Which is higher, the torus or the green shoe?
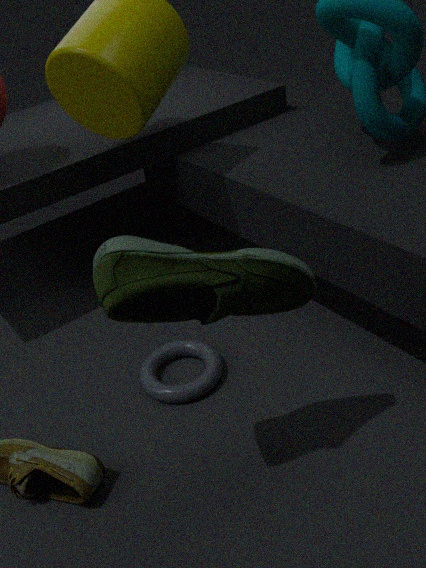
the green shoe
